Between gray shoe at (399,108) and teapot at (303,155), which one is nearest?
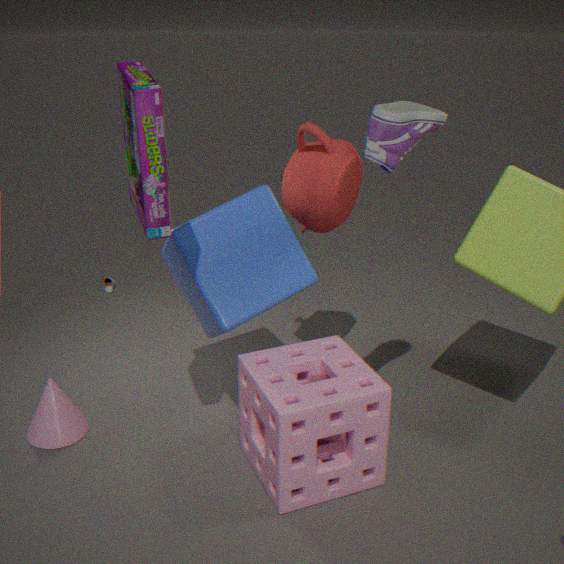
gray shoe at (399,108)
